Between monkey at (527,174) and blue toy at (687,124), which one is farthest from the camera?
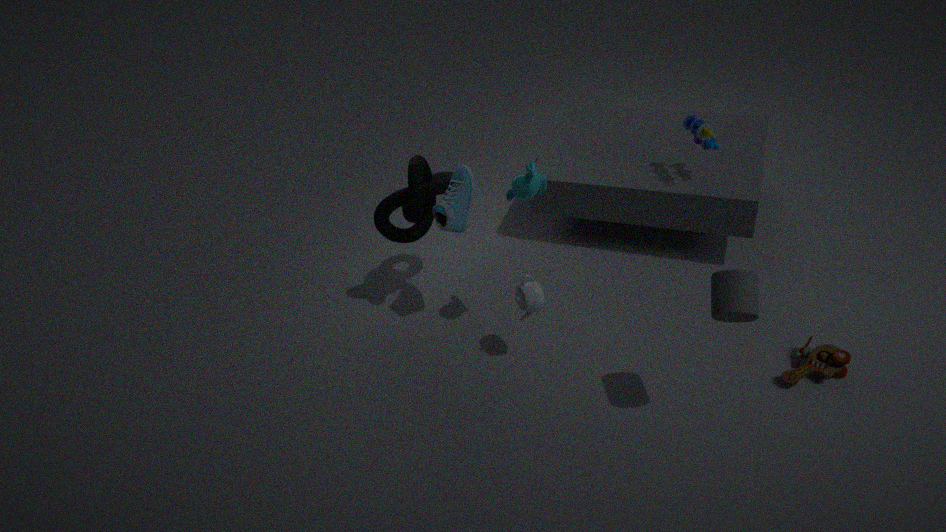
blue toy at (687,124)
